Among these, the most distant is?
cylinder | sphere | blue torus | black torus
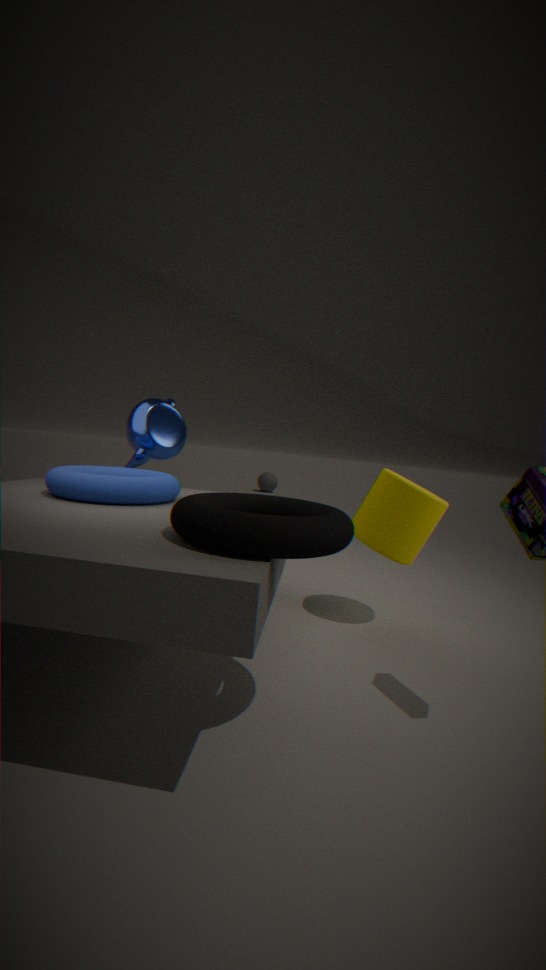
sphere
